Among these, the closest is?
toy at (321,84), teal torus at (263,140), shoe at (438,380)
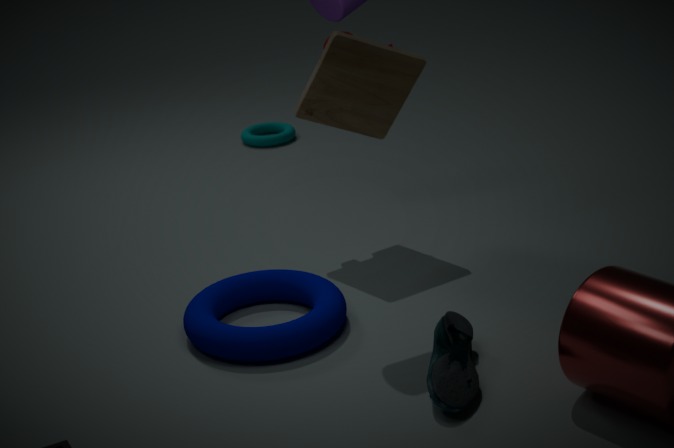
shoe at (438,380)
